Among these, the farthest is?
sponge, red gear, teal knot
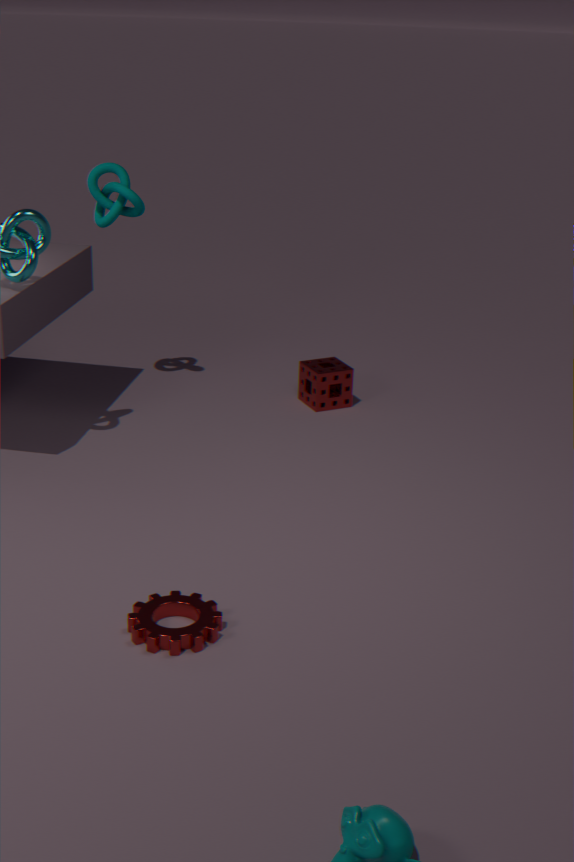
sponge
